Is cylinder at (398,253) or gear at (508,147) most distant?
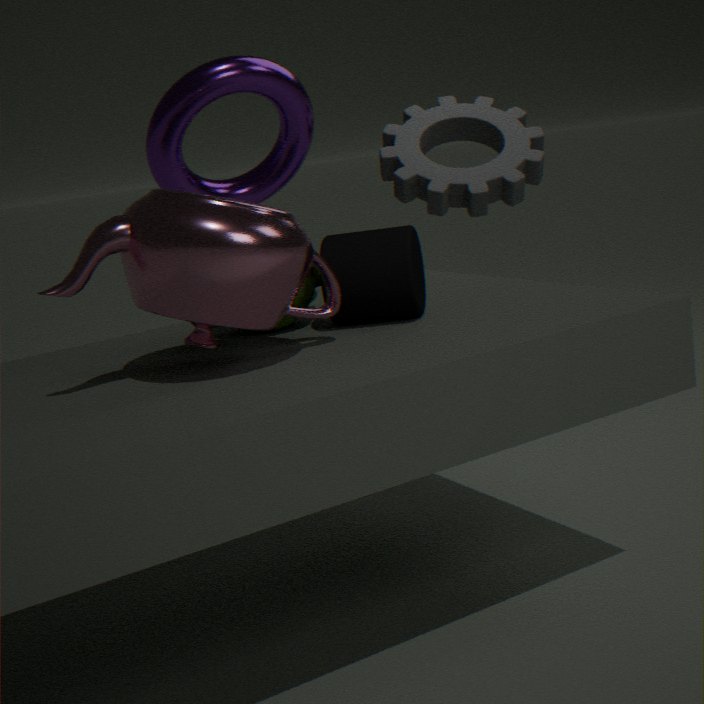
Result: gear at (508,147)
